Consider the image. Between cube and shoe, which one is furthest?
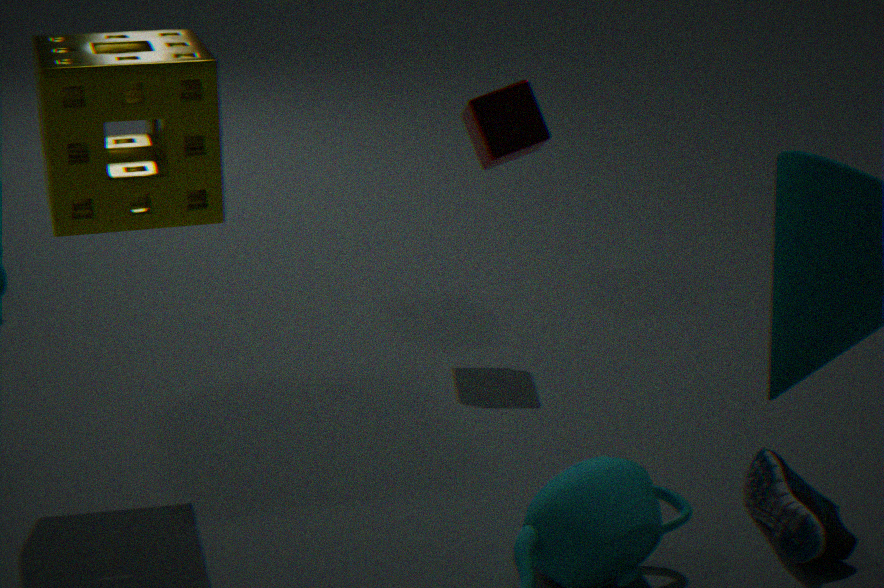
cube
